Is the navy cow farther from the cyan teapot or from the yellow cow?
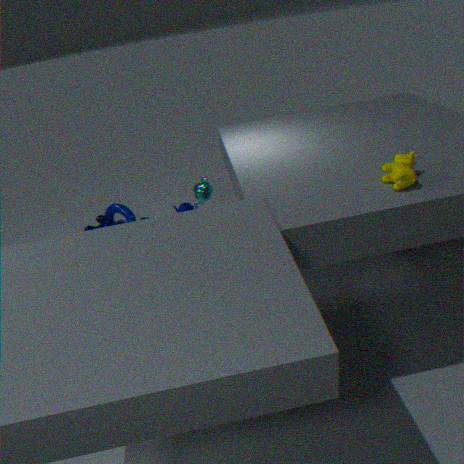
the yellow cow
